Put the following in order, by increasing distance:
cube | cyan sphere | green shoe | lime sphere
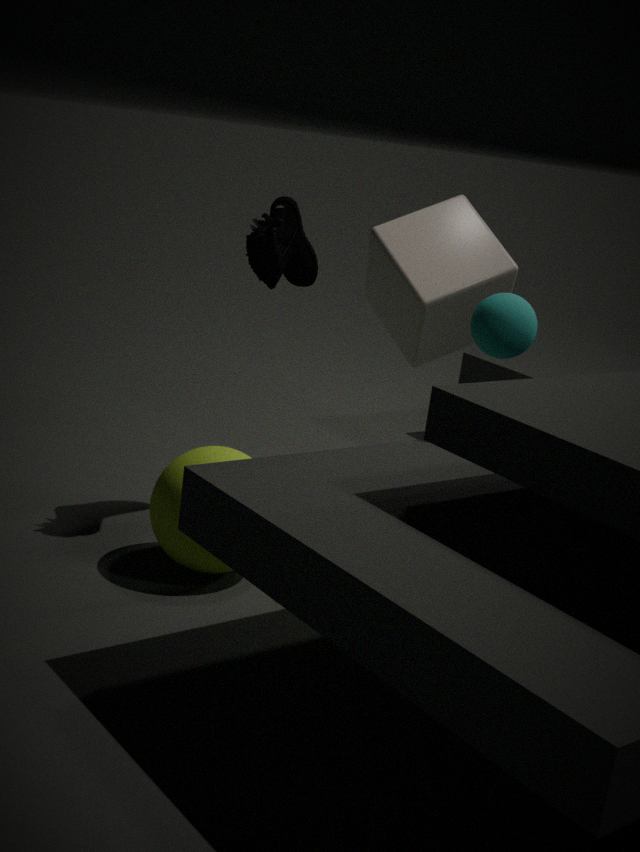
cyan sphere → lime sphere → green shoe → cube
